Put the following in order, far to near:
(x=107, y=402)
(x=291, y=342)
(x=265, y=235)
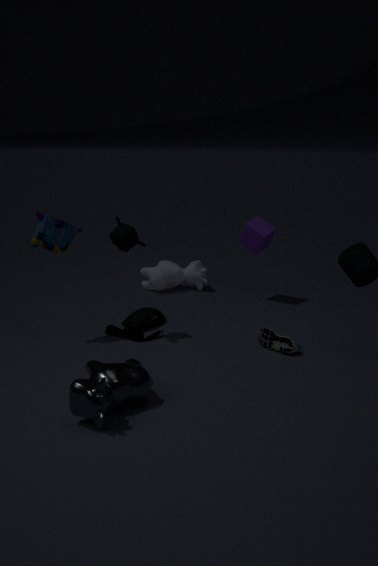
1. (x=265, y=235)
2. (x=291, y=342)
3. (x=107, y=402)
